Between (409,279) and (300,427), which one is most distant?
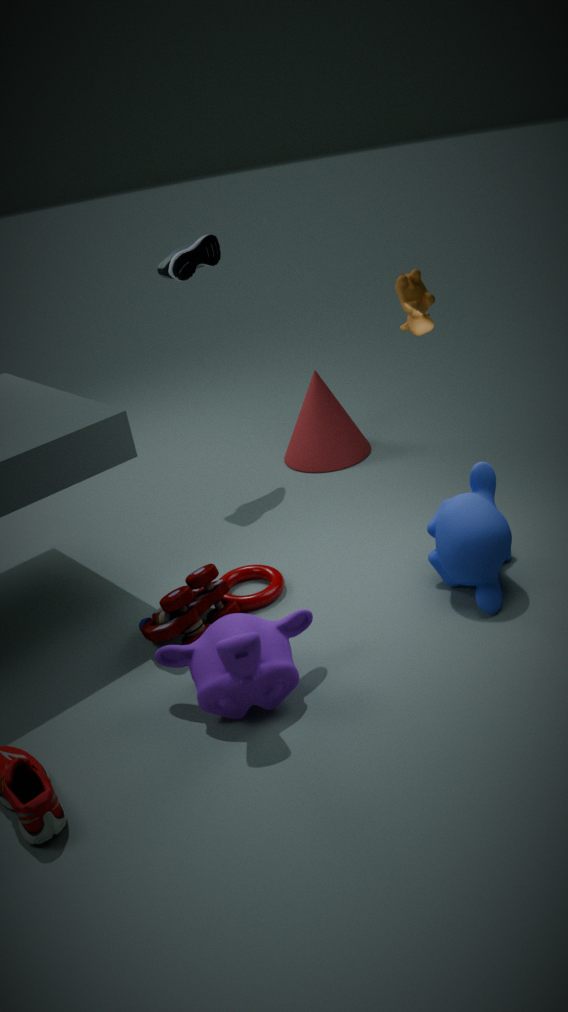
(300,427)
